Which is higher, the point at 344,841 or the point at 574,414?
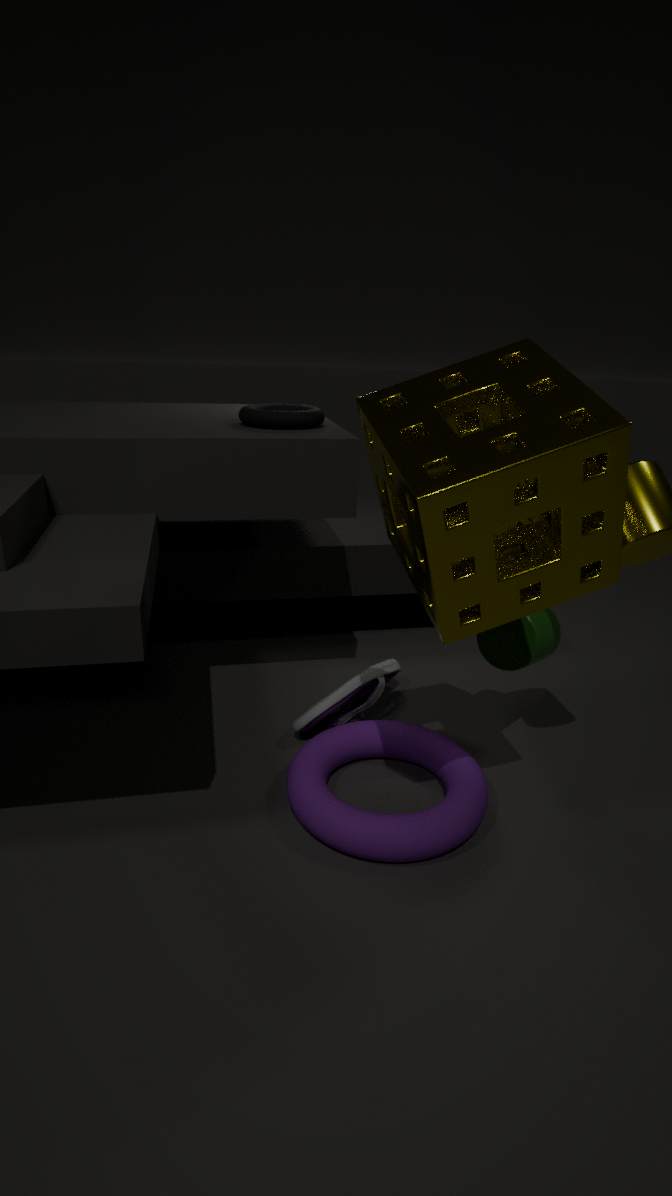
the point at 574,414
